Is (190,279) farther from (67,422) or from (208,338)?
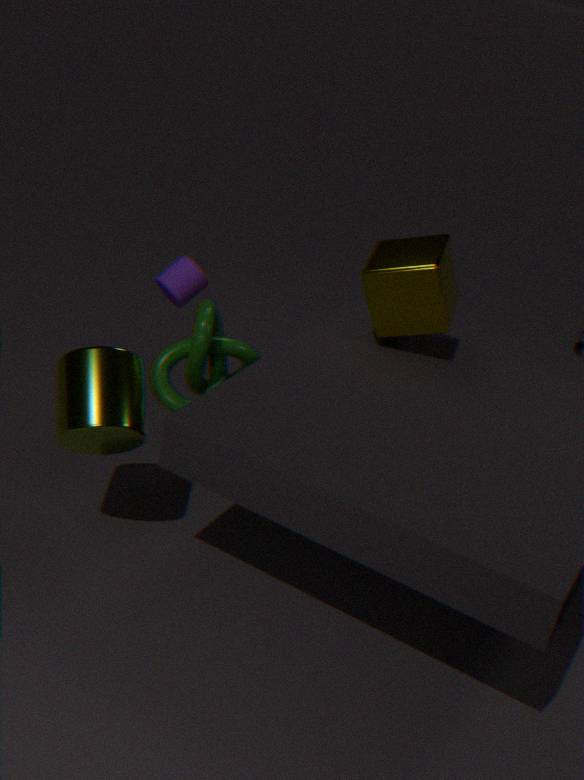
(67,422)
